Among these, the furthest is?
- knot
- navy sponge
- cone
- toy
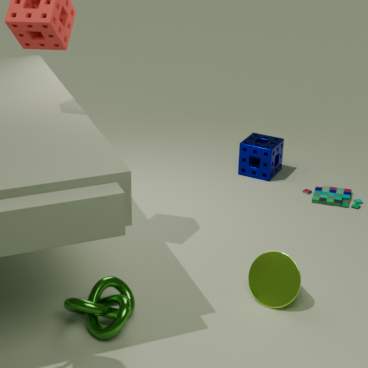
navy sponge
